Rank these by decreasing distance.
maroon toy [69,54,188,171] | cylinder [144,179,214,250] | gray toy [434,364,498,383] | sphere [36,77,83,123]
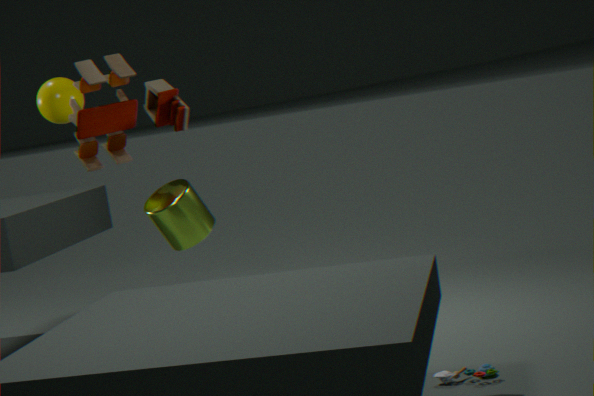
sphere [36,77,83,123]
maroon toy [69,54,188,171]
cylinder [144,179,214,250]
gray toy [434,364,498,383]
